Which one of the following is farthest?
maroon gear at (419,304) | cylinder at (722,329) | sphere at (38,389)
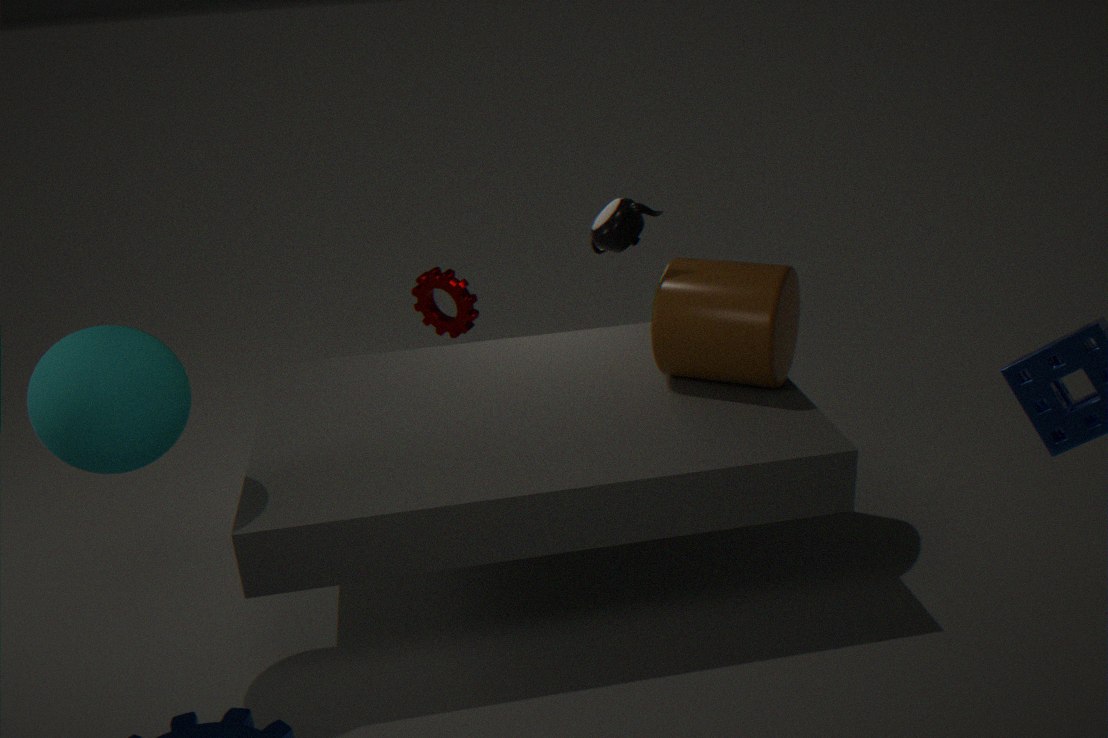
maroon gear at (419,304)
